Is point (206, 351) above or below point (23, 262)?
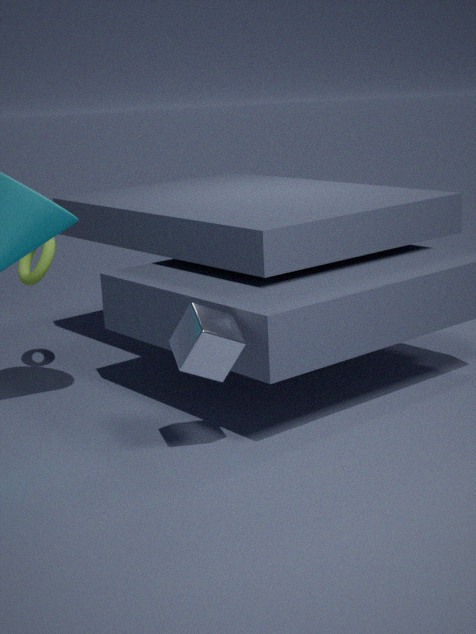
A: below
